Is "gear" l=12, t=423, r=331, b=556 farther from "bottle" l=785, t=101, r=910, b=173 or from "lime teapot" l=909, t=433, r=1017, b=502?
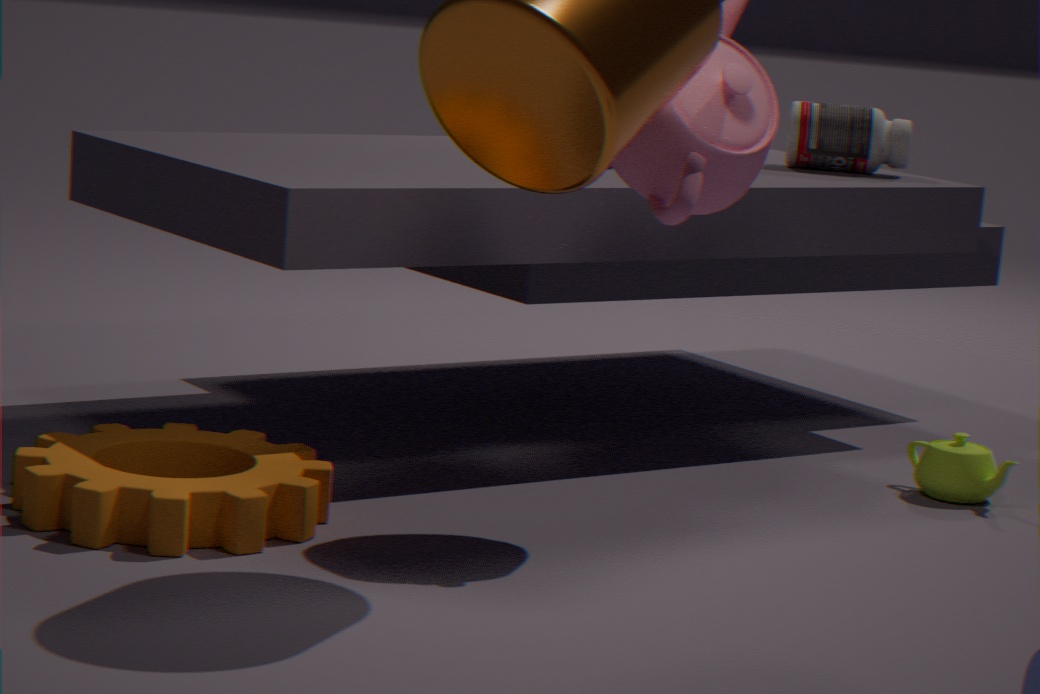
"bottle" l=785, t=101, r=910, b=173
